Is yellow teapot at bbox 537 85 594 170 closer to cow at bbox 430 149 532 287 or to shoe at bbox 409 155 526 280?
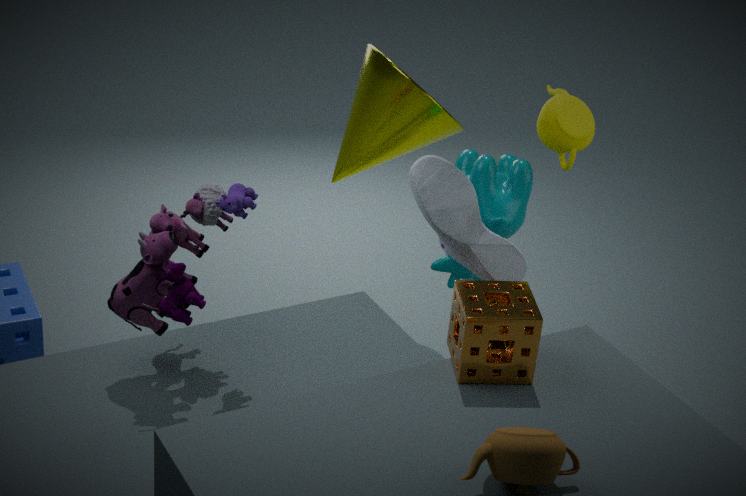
cow at bbox 430 149 532 287
